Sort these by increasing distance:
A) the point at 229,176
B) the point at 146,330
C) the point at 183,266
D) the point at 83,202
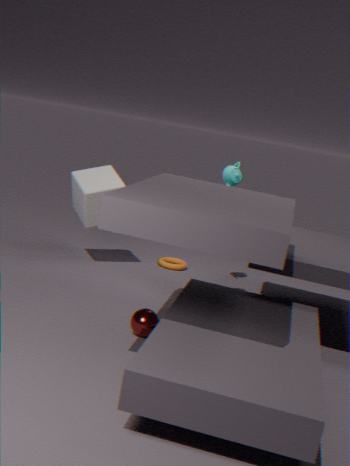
the point at 146,330, the point at 229,176, the point at 83,202, the point at 183,266
